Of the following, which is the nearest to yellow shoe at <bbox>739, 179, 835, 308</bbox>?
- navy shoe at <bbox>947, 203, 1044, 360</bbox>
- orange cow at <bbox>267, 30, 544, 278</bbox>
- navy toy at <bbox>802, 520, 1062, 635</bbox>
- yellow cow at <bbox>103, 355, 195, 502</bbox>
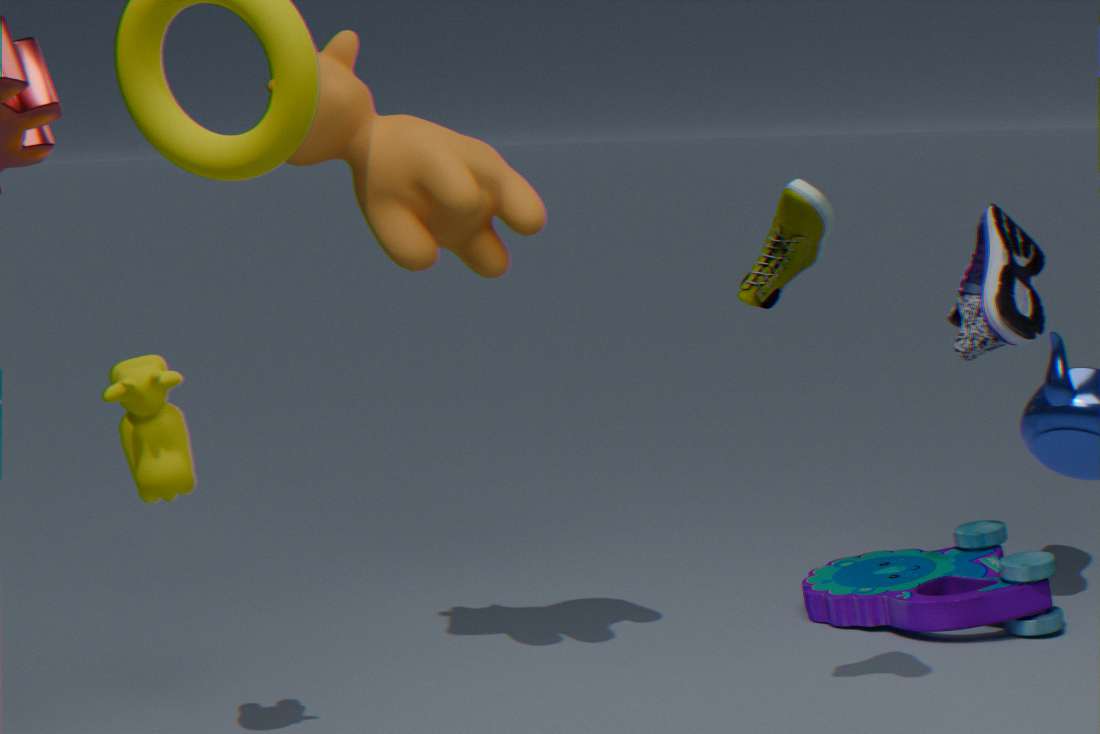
orange cow at <bbox>267, 30, 544, 278</bbox>
